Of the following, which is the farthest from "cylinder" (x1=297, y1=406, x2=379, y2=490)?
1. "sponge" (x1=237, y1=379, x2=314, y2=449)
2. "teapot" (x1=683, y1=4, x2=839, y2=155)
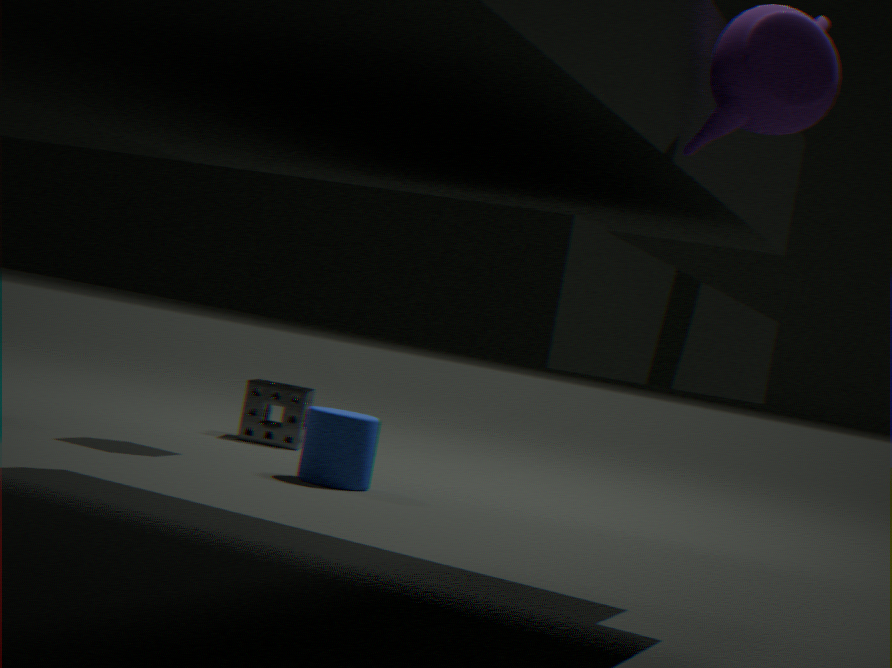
"teapot" (x1=683, y1=4, x2=839, y2=155)
